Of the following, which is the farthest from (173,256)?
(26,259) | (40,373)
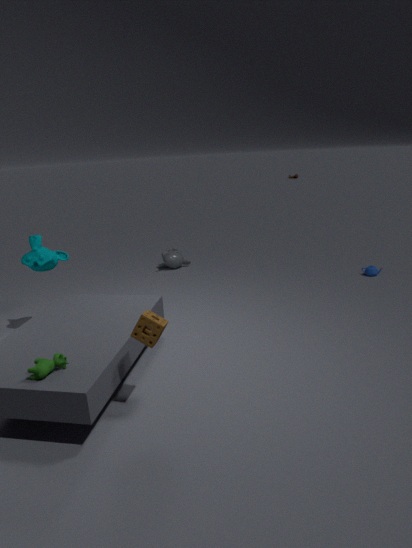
(40,373)
